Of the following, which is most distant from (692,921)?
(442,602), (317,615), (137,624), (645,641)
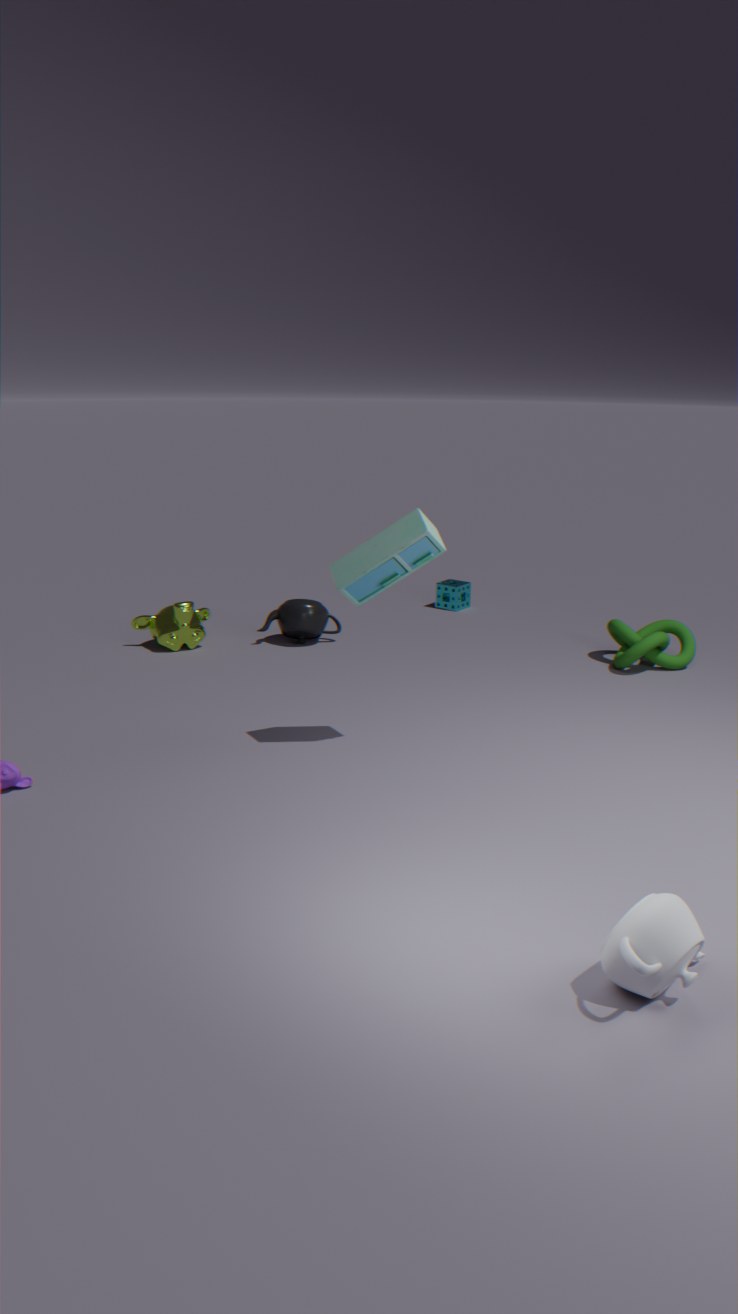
(442,602)
